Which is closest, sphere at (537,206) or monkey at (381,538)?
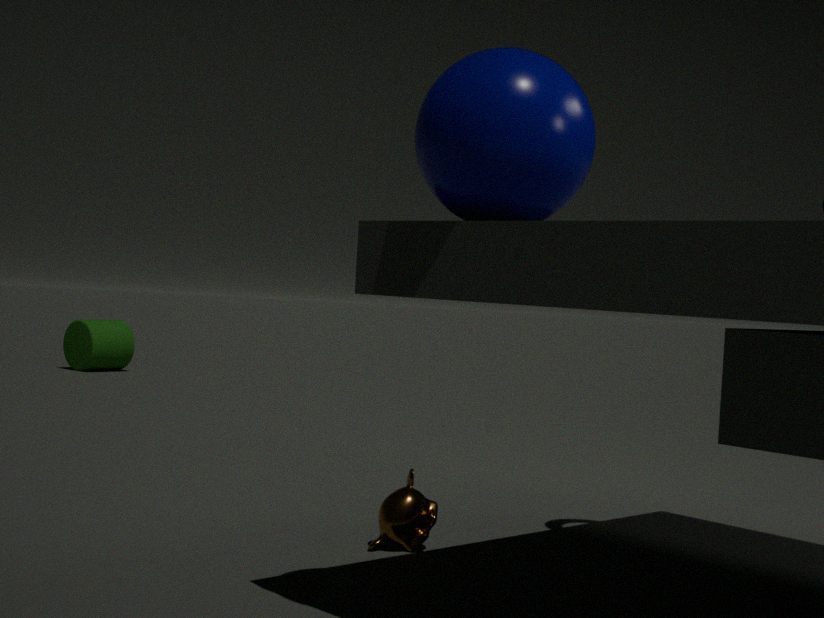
sphere at (537,206)
